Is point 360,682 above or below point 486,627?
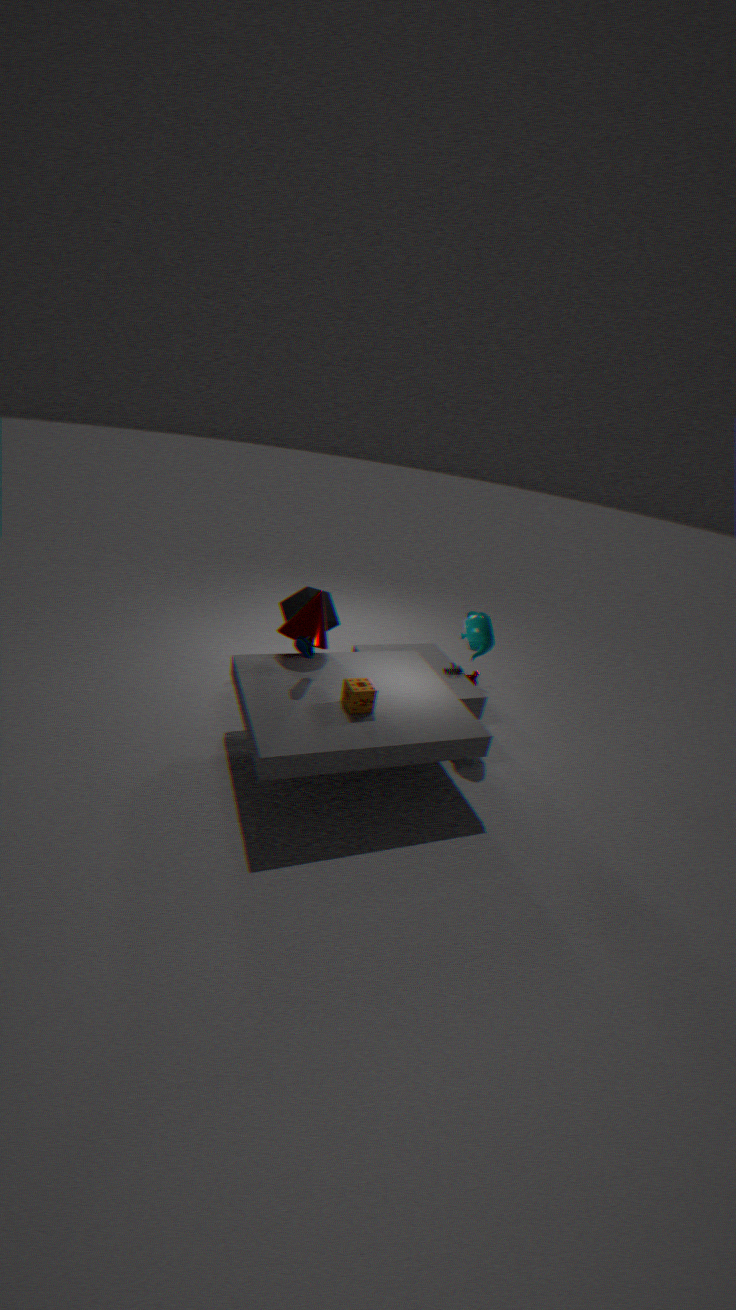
below
